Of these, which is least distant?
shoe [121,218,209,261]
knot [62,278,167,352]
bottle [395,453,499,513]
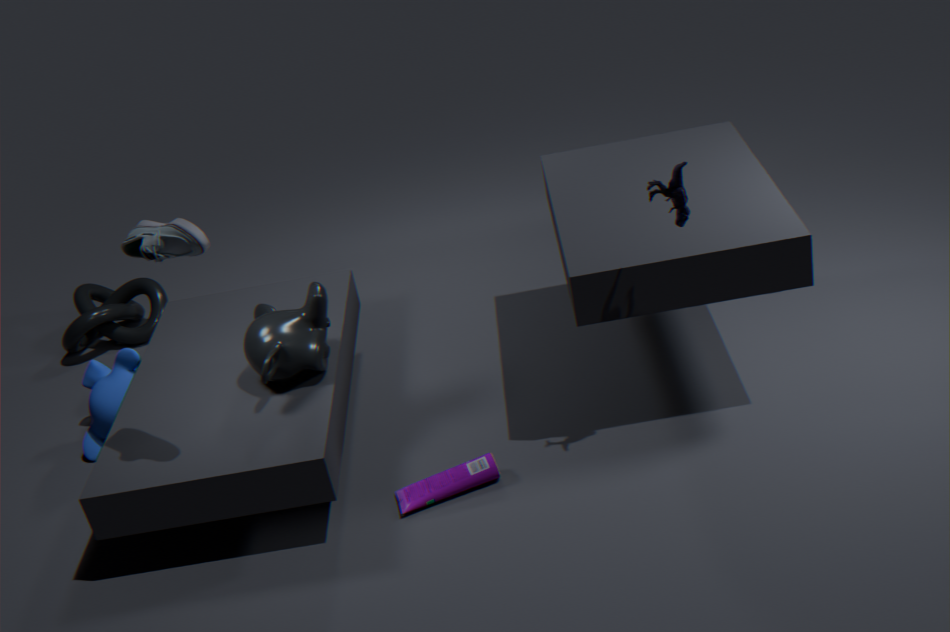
shoe [121,218,209,261]
